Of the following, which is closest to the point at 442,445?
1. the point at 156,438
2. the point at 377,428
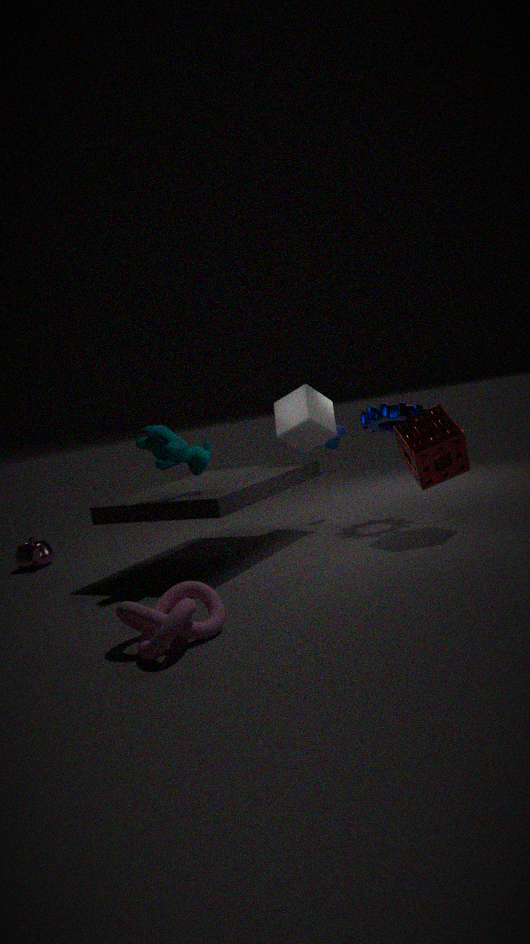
the point at 377,428
